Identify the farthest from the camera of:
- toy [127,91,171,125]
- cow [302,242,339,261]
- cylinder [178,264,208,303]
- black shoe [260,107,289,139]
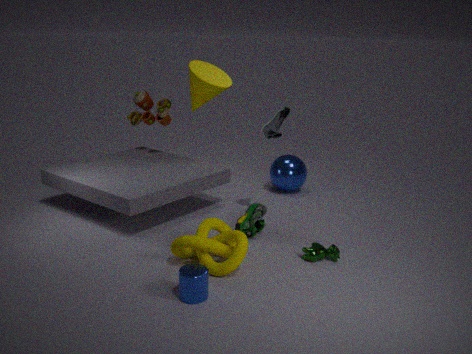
toy [127,91,171,125]
